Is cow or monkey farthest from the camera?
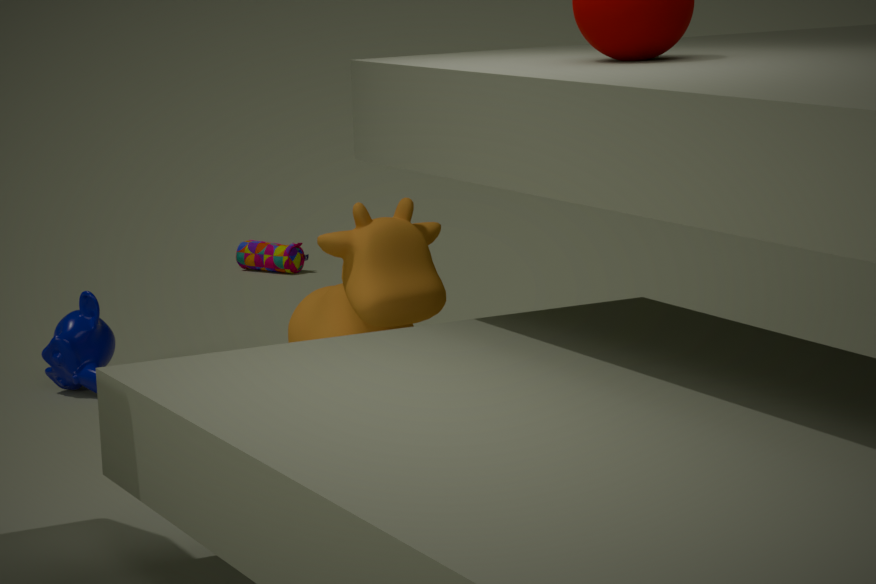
monkey
